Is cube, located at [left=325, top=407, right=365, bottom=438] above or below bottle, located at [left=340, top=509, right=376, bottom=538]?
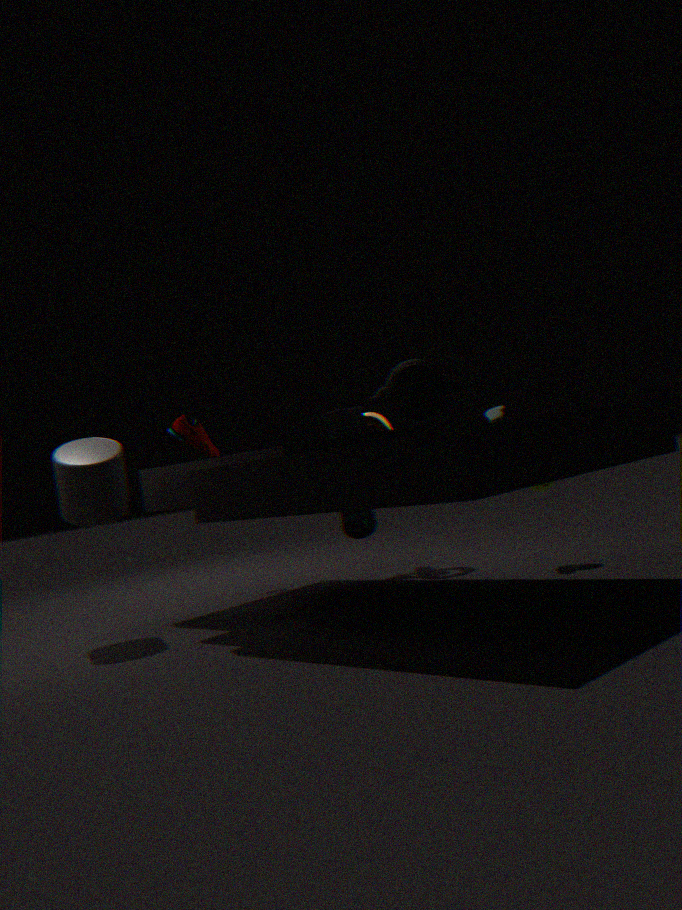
above
